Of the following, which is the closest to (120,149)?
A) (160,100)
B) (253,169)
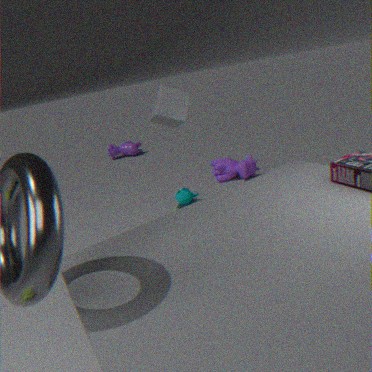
(253,169)
